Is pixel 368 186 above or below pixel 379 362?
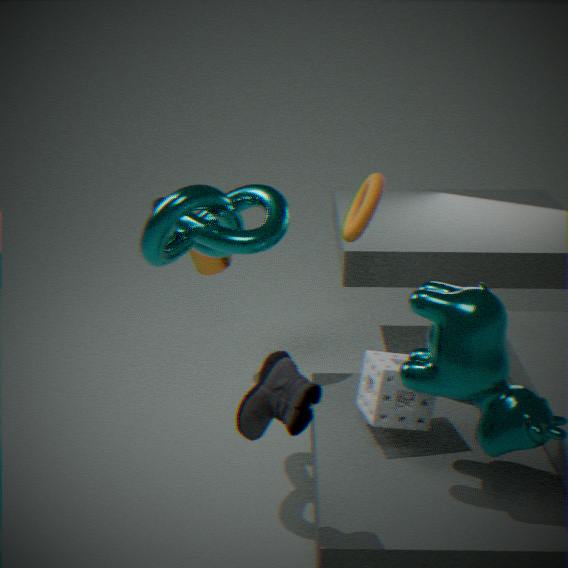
above
